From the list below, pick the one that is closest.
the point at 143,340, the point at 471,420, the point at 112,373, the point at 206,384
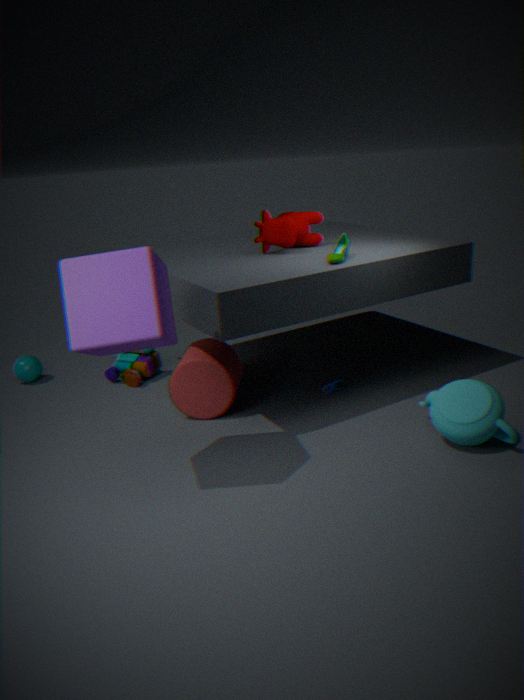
the point at 143,340
